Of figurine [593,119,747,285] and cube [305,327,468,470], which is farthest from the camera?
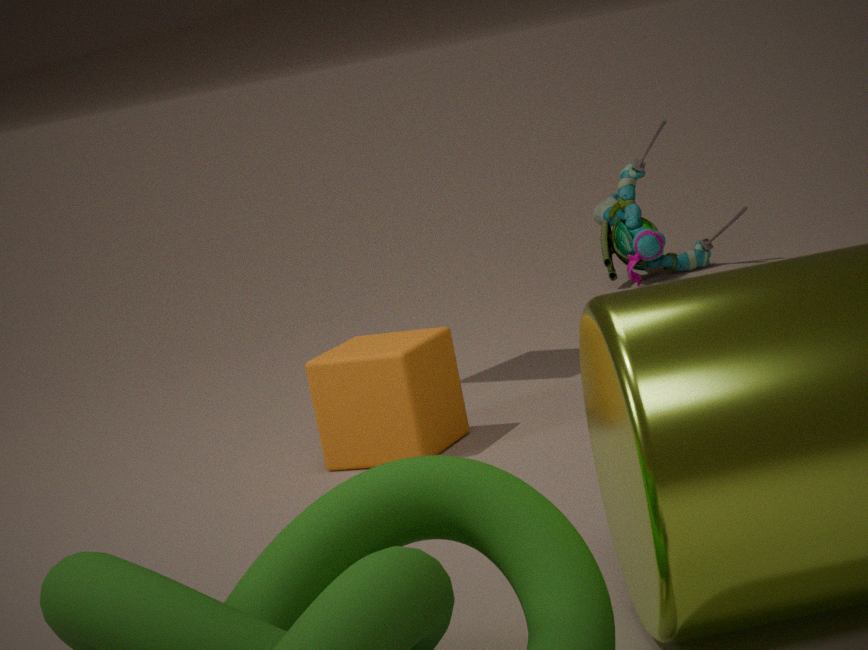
figurine [593,119,747,285]
